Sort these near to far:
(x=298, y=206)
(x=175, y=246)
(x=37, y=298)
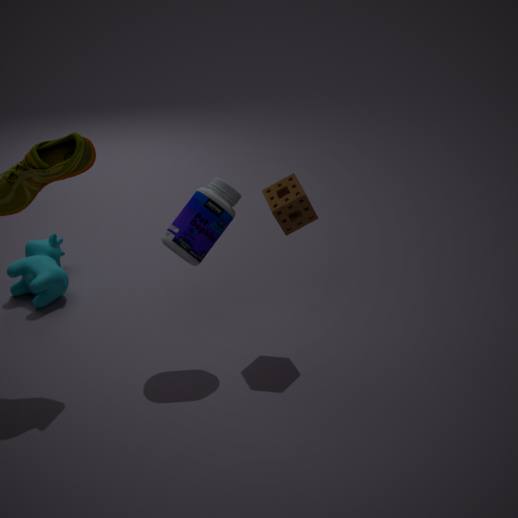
1. (x=175, y=246)
2. (x=298, y=206)
3. (x=37, y=298)
